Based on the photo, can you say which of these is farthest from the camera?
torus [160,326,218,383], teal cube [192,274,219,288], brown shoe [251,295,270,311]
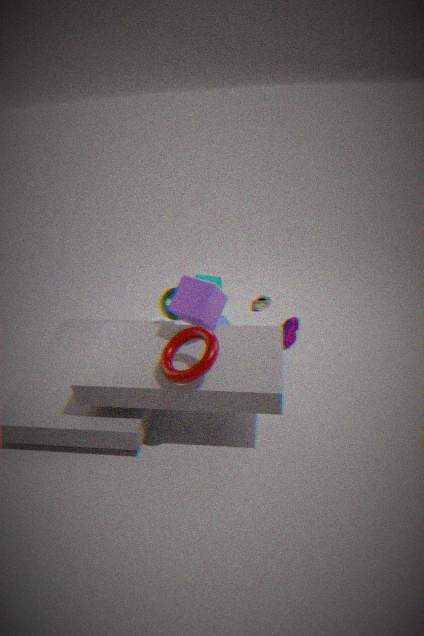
teal cube [192,274,219,288]
